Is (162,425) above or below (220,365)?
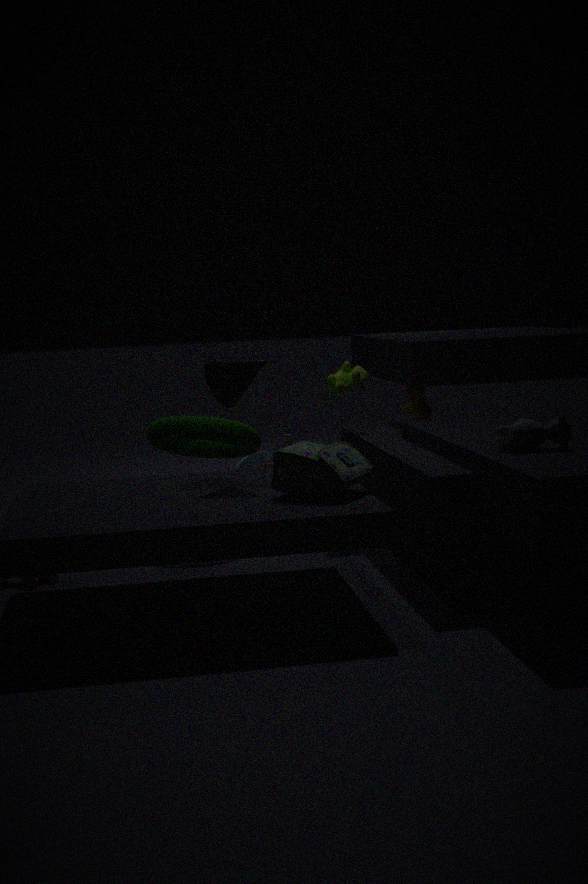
below
